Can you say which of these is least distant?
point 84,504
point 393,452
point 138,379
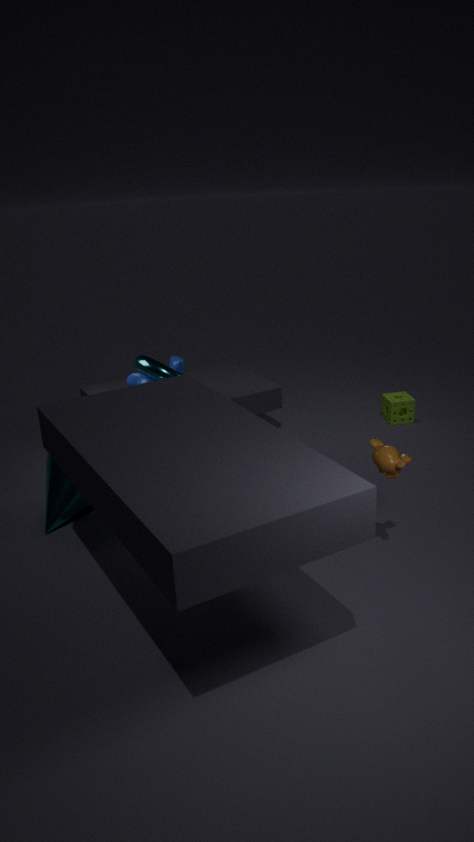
point 393,452
